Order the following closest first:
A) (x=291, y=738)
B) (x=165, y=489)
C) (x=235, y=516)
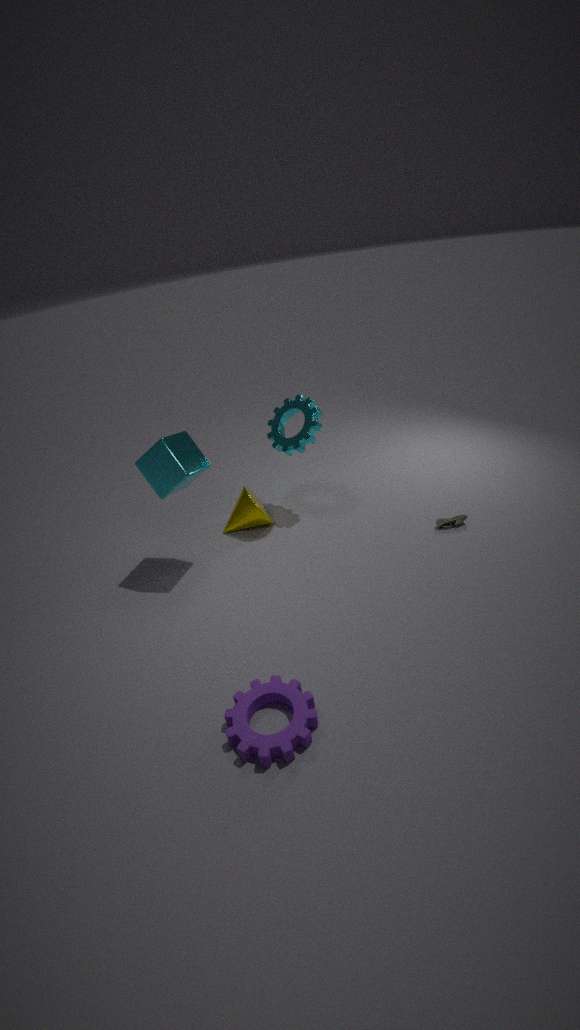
(x=291, y=738) < (x=165, y=489) < (x=235, y=516)
